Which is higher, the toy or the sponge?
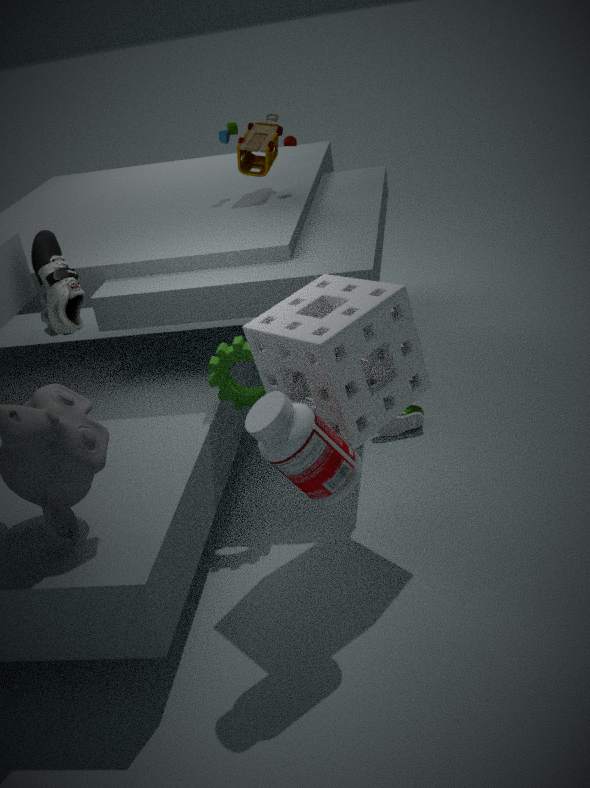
the toy
